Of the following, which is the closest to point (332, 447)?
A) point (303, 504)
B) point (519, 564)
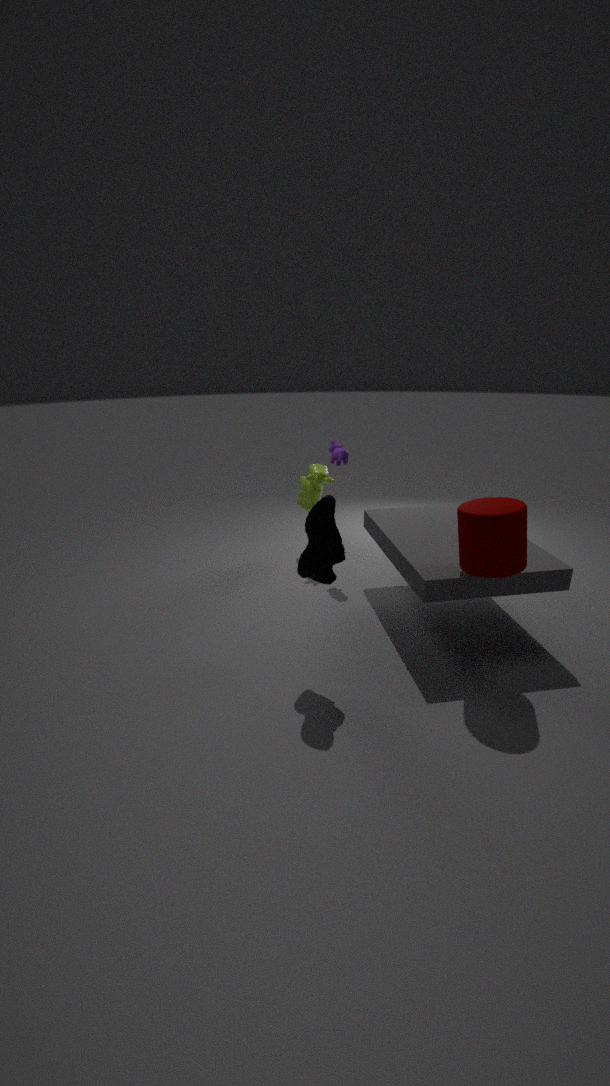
point (303, 504)
